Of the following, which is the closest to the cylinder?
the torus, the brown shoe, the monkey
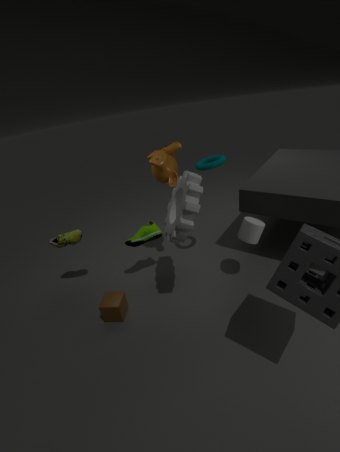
the torus
